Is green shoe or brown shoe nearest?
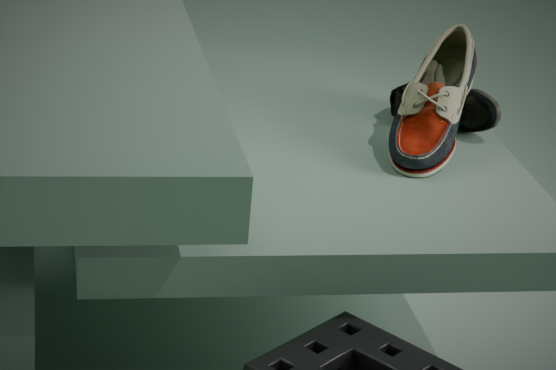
brown shoe
